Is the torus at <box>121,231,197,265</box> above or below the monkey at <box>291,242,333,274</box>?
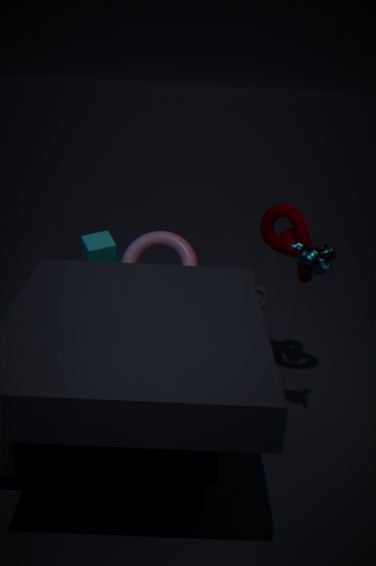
below
